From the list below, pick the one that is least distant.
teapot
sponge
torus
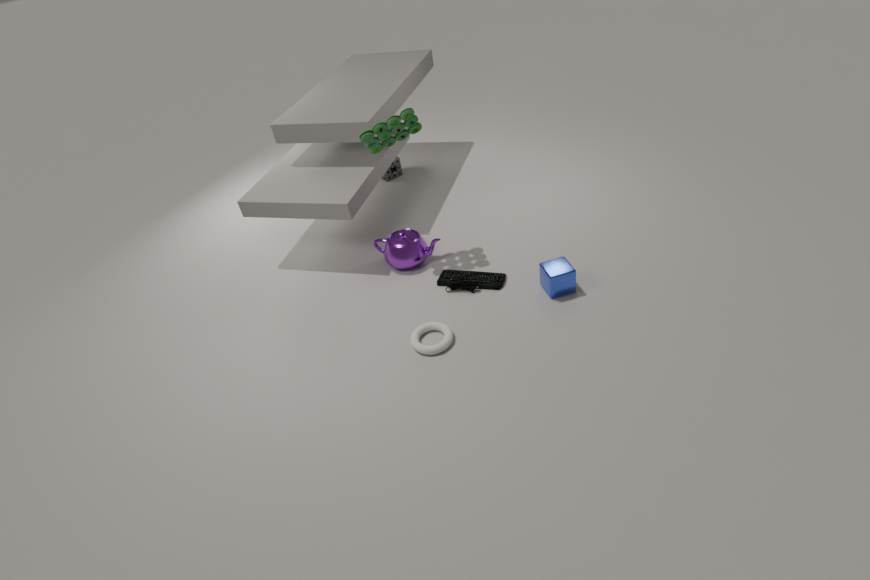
torus
